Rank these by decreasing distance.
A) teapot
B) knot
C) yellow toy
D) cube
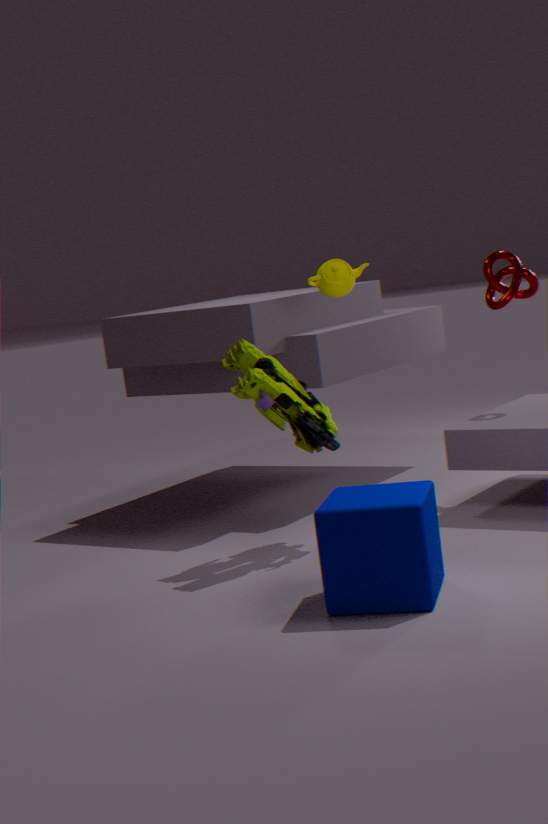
knot → teapot → yellow toy → cube
